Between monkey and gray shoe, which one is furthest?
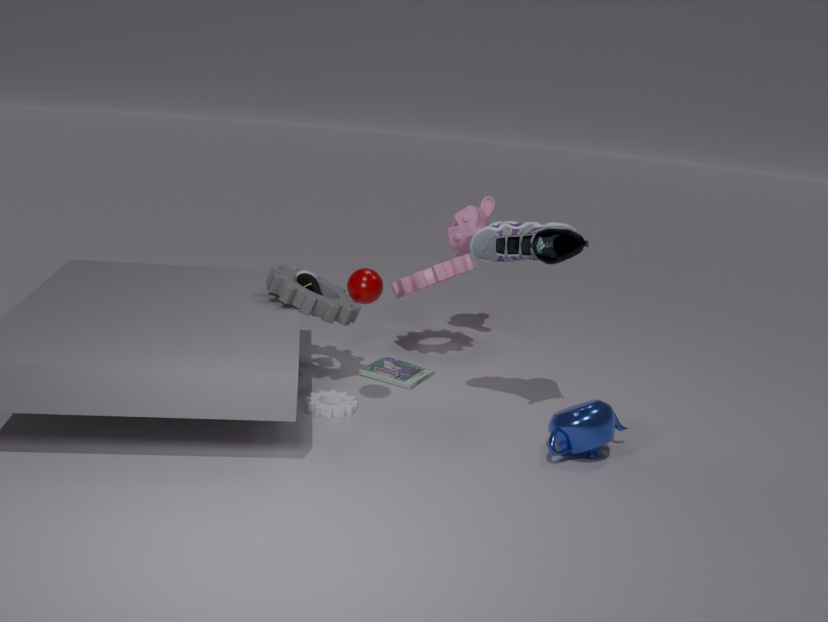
monkey
